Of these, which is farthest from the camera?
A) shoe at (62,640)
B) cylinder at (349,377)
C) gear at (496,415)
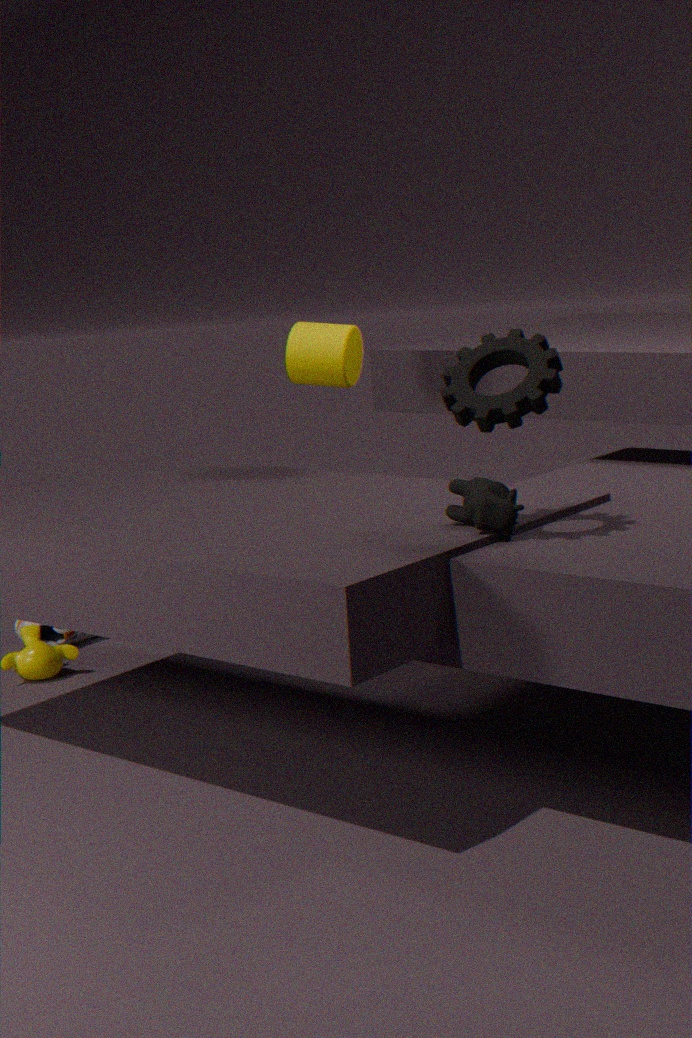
A. shoe at (62,640)
